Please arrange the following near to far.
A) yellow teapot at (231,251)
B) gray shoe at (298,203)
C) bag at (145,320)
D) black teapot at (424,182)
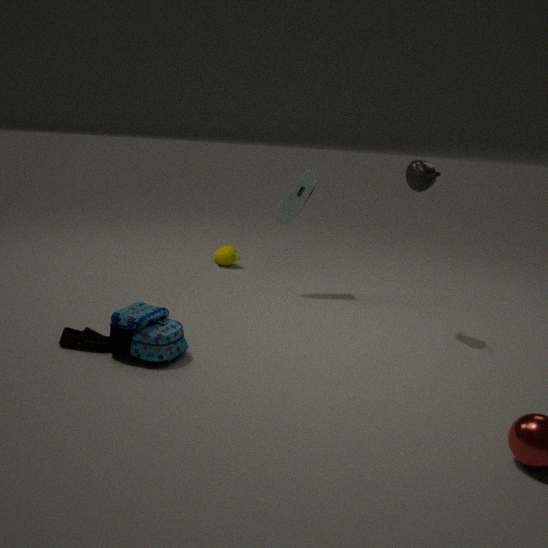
1. bag at (145,320)
2. black teapot at (424,182)
3. gray shoe at (298,203)
4. yellow teapot at (231,251)
